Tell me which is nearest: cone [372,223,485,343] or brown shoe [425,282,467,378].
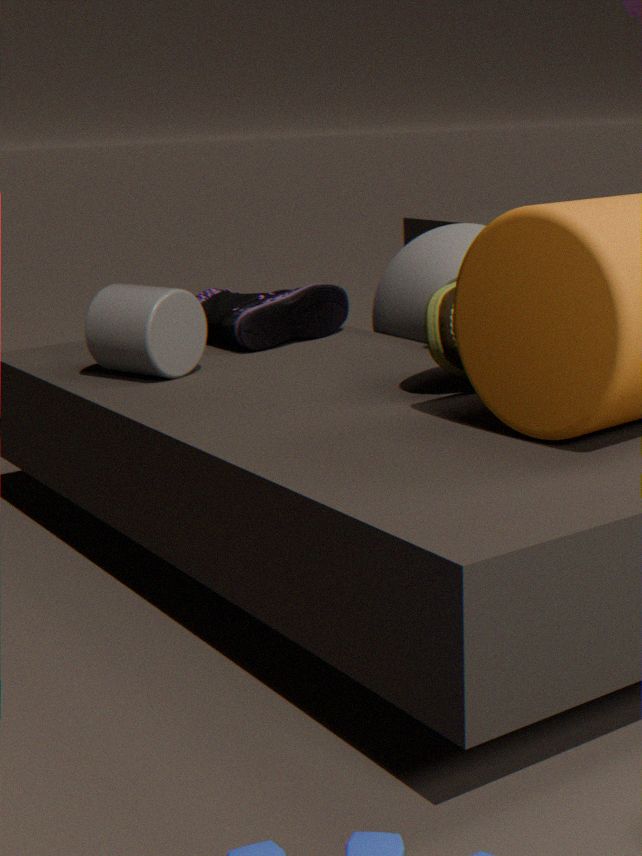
brown shoe [425,282,467,378]
